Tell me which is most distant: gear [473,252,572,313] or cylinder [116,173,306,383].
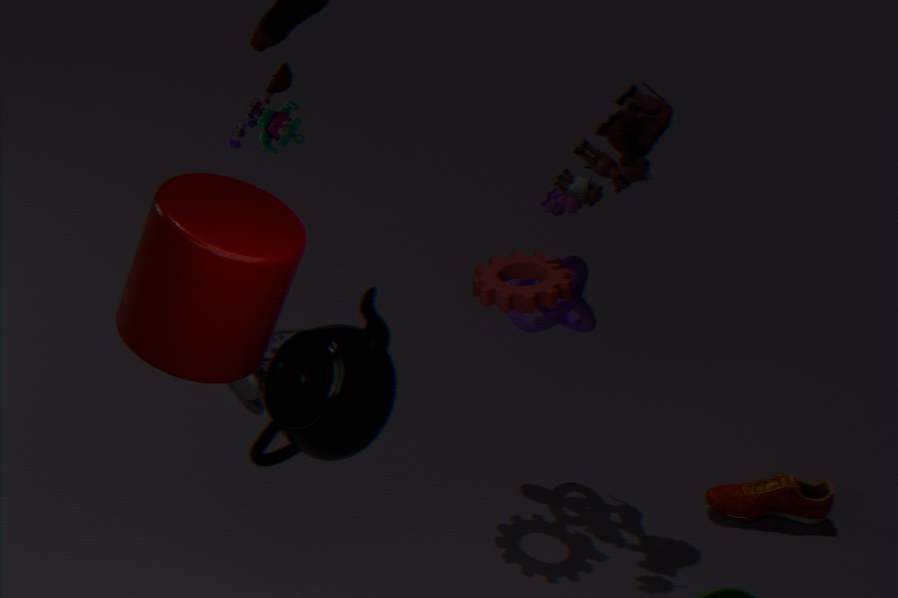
gear [473,252,572,313]
